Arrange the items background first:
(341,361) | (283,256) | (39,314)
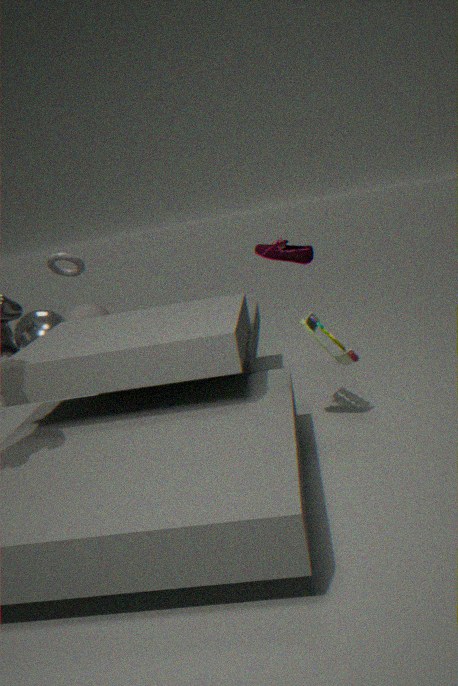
(39,314) < (341,361) < (283,256)
